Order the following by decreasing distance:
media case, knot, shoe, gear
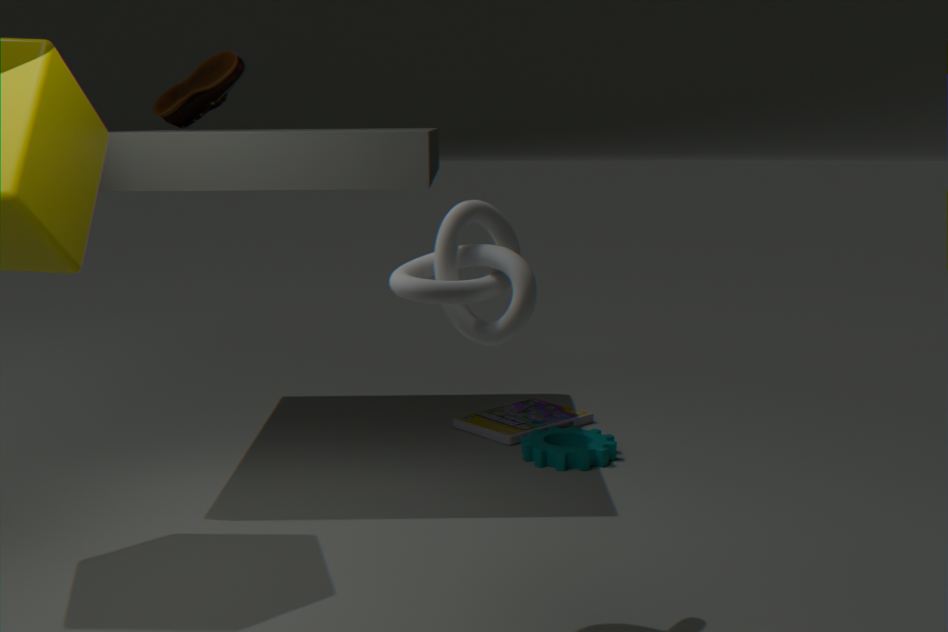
media case
shoe
gear
knot
